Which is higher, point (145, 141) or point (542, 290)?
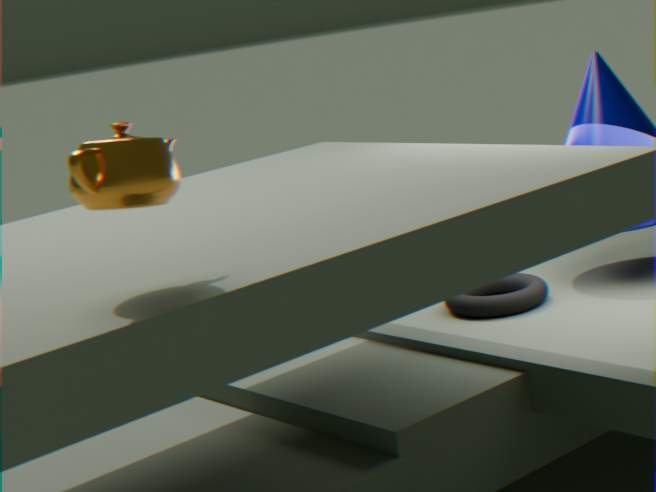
point (145, 141)
